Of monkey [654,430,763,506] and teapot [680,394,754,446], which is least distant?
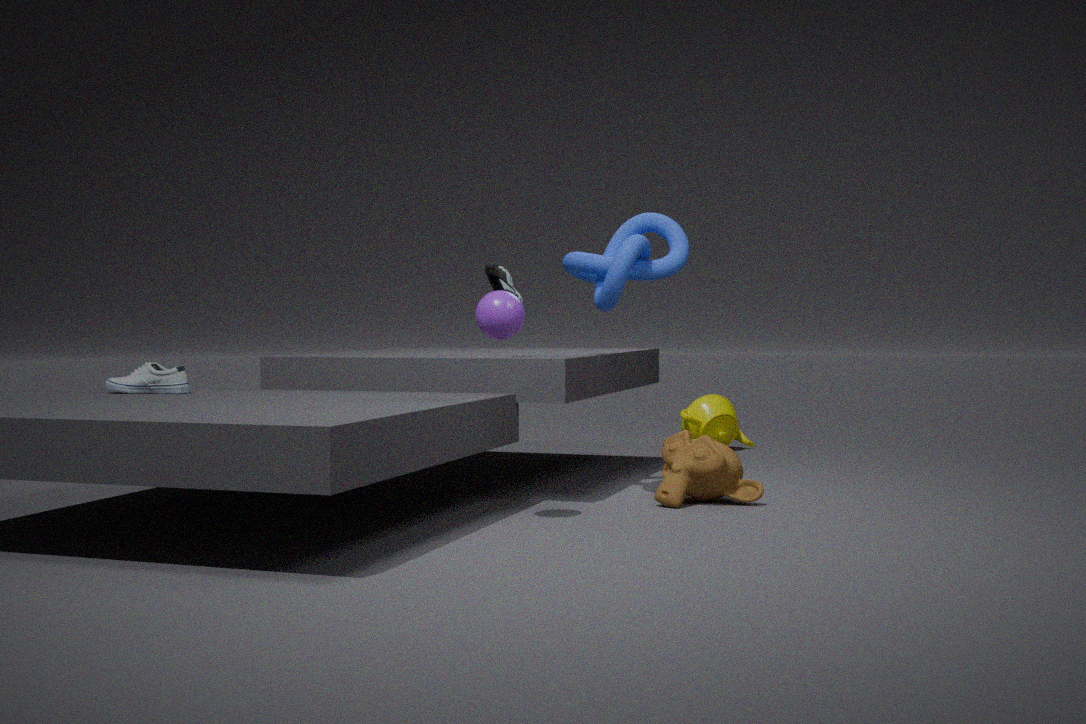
monkey [654,430,763,506]
